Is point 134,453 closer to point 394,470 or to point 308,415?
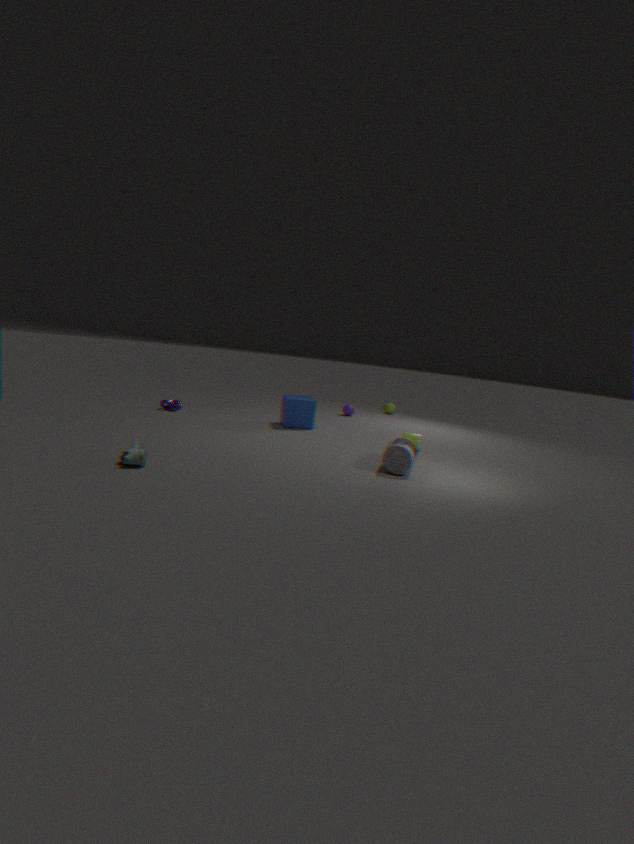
point 394,470
